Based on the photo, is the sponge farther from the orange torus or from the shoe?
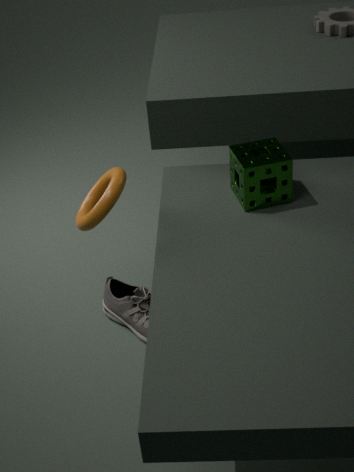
the shoe
